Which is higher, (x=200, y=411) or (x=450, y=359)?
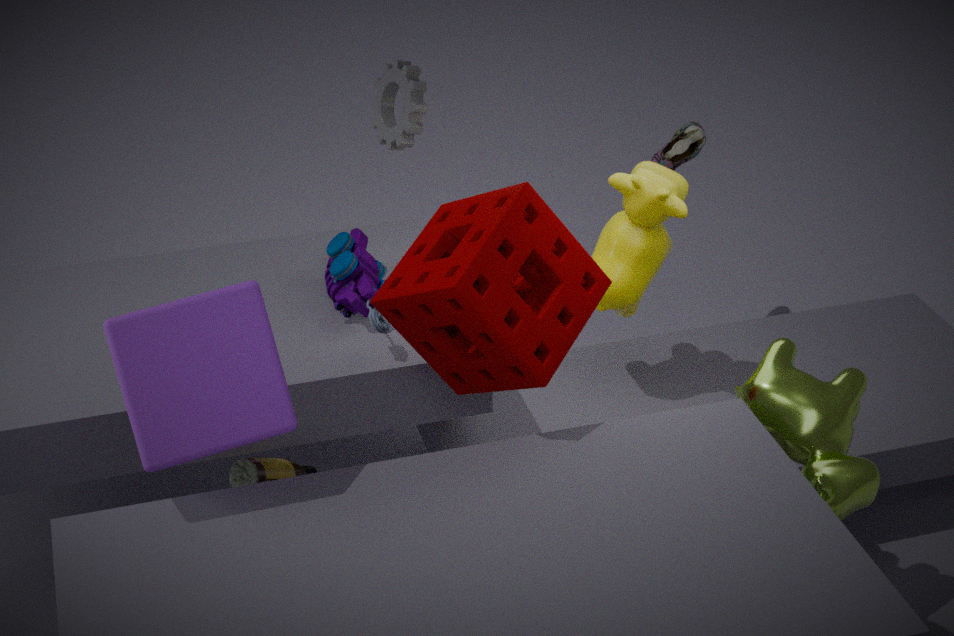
(x=450, y=359)
